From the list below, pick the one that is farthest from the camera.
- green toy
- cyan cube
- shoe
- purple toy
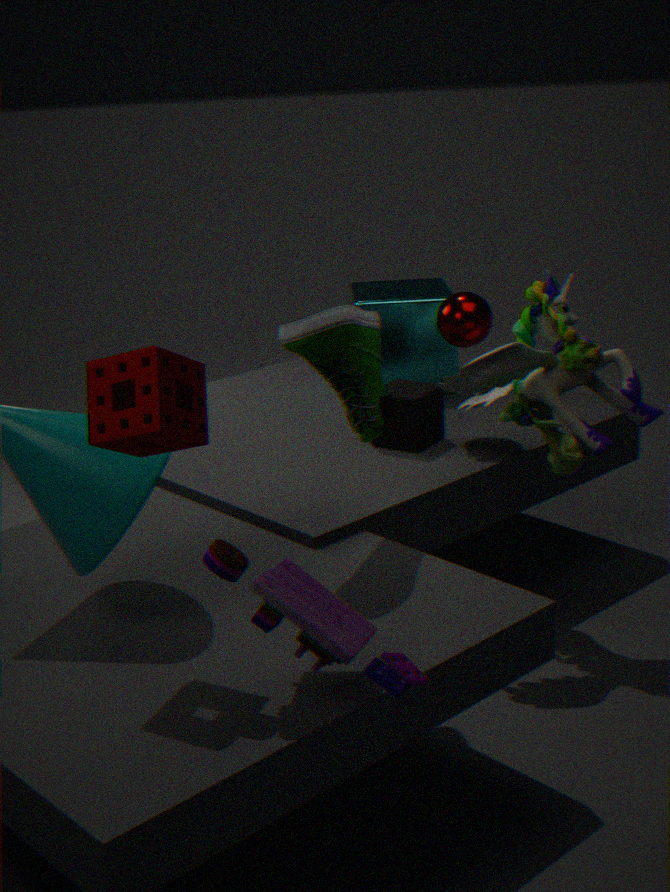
cyan cube
